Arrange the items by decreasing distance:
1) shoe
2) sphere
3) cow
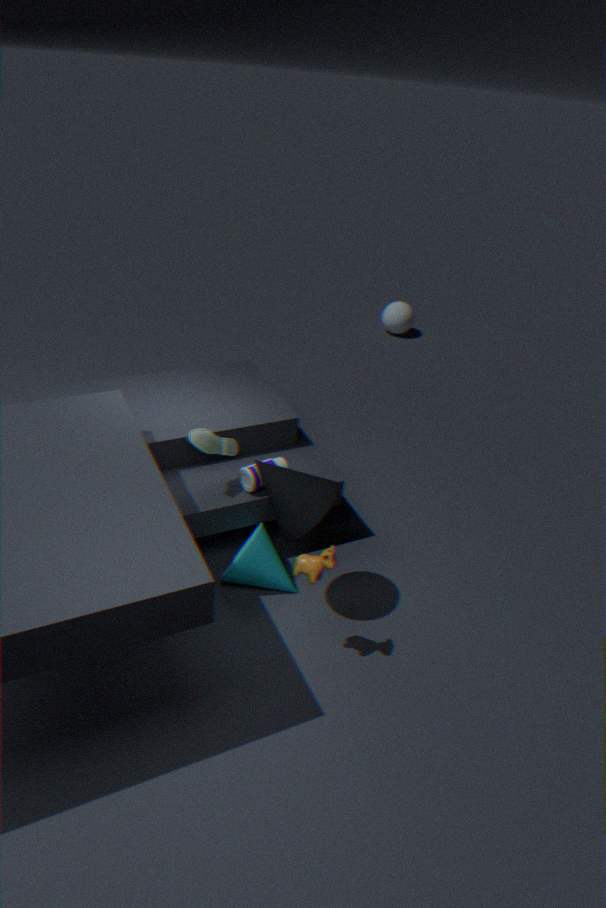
2. sphere → 1. shoe → 3. cow
